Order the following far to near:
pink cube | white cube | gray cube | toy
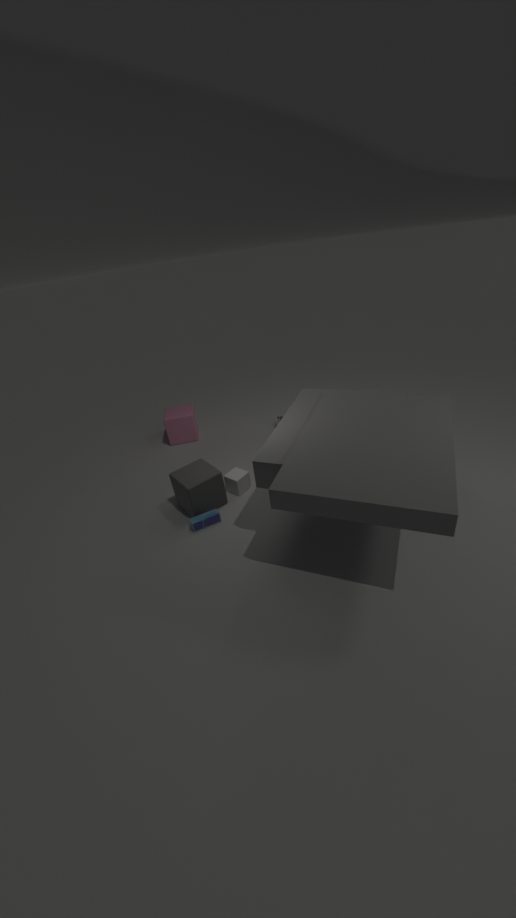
pink cube < white cube < gray cube < toy
